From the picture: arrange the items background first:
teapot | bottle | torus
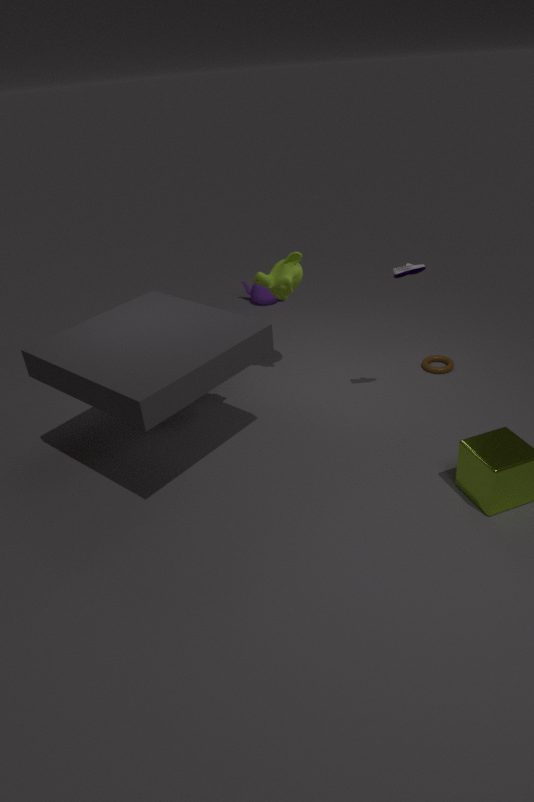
teapot → torus → bottle
